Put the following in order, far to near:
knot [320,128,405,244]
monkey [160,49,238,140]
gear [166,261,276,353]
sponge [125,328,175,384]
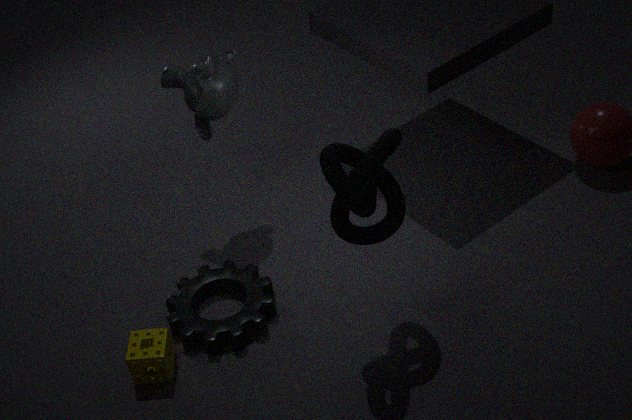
monkey [160,49,238,140] → gear [166,261,276,353] → sponge [125,328,175,384] → knot [320,128,405,244]
